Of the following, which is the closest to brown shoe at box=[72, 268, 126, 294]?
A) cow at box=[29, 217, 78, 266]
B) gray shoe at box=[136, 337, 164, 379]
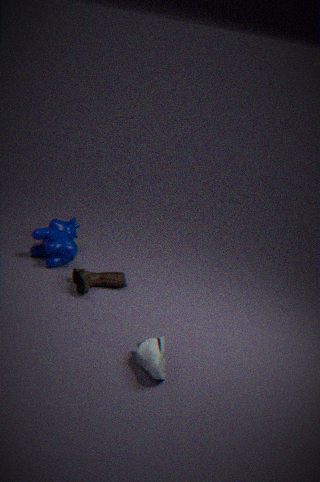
cow at box=[29, 217, 78, 266]
